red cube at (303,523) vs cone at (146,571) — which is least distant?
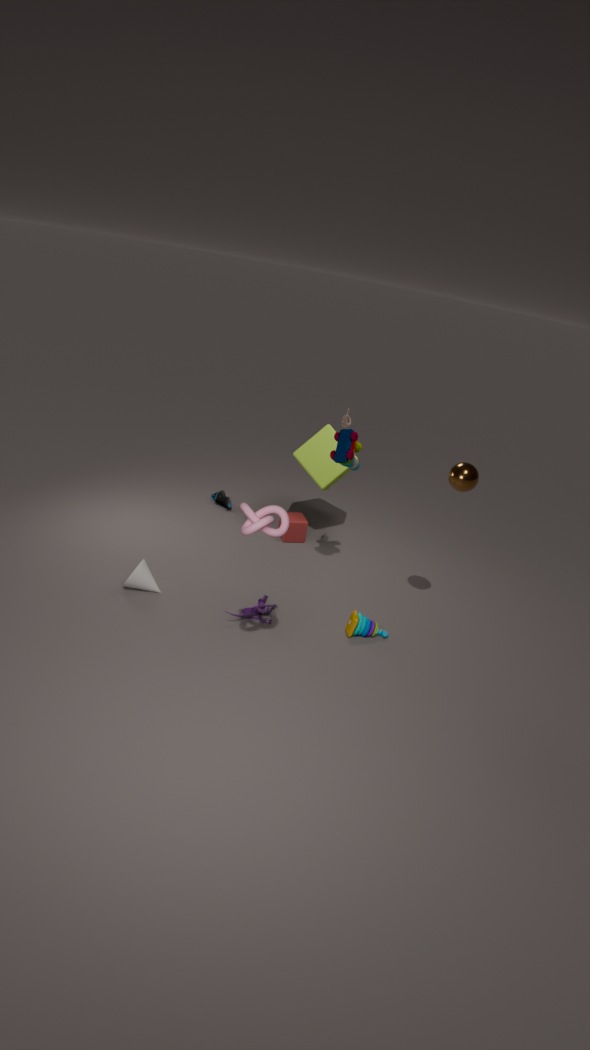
cone at (146,571)
